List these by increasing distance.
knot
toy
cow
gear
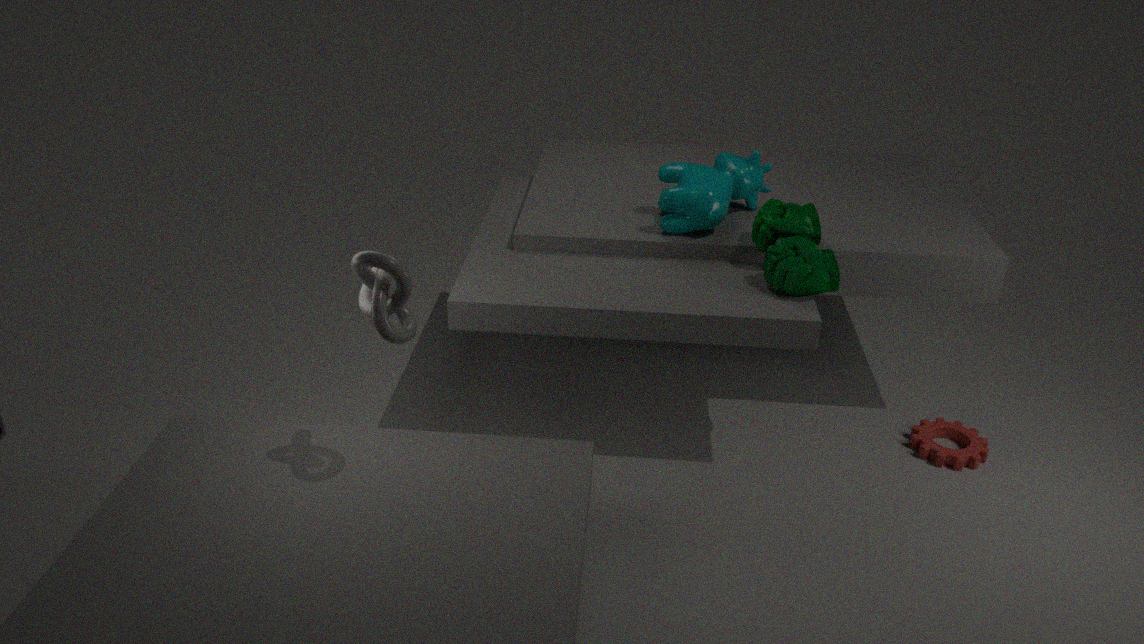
1. knot
2. toy
3. cow
4. gear
